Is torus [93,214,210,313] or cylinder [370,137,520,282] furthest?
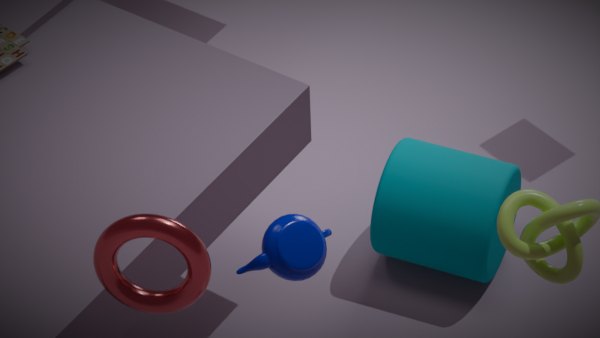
cylinder [370,137,520,282]
